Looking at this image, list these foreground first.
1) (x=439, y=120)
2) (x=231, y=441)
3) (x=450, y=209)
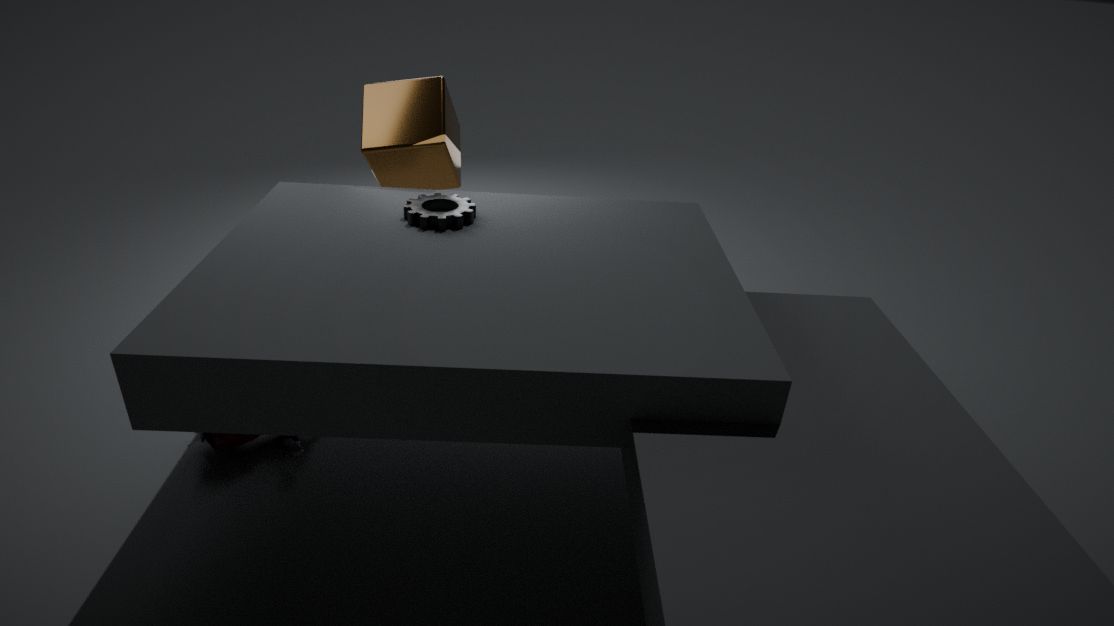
1. 2. (x=231, y=441)
2. 3. (x=450, y=209)
3. 1. (x=439, y=120)
